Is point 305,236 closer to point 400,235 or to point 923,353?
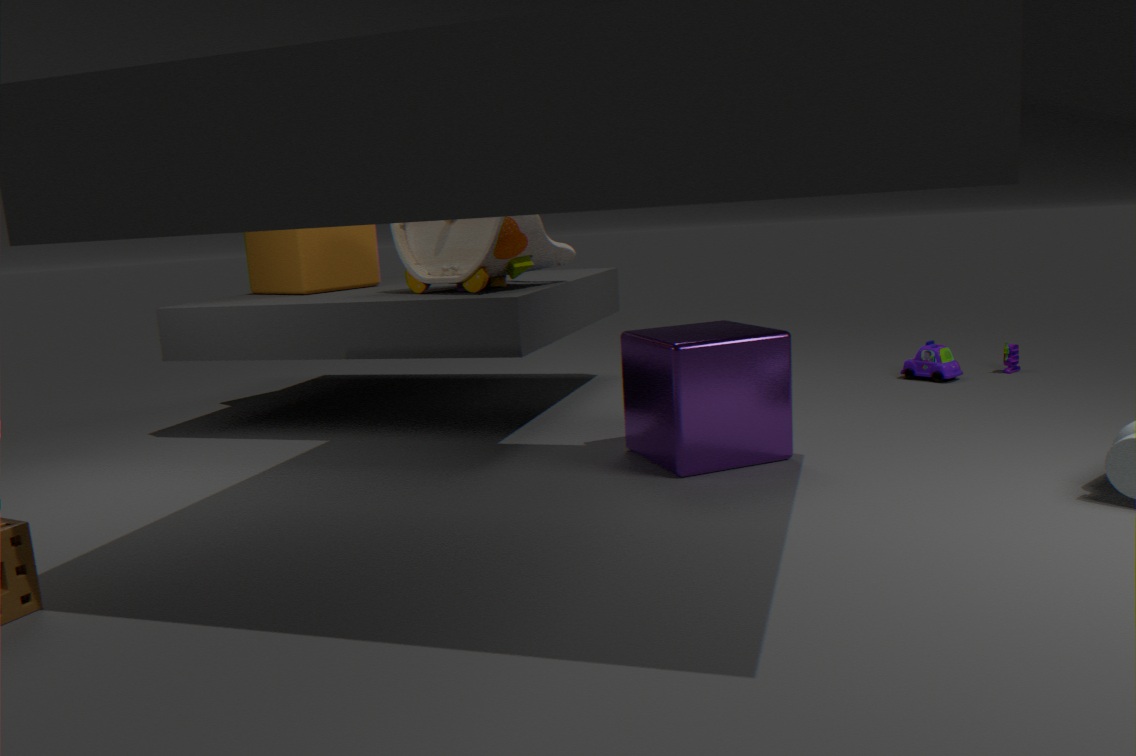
point 400,235
